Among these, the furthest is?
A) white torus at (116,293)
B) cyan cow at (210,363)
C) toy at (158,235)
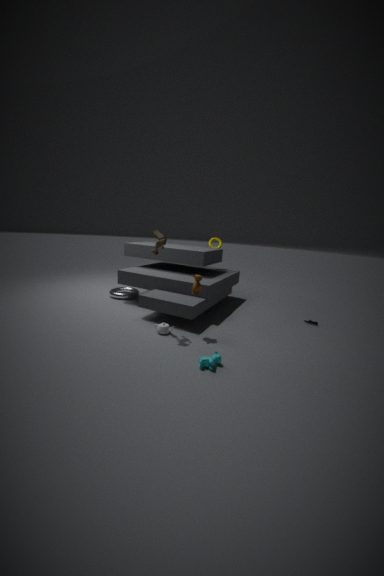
white torus at (116,293)
